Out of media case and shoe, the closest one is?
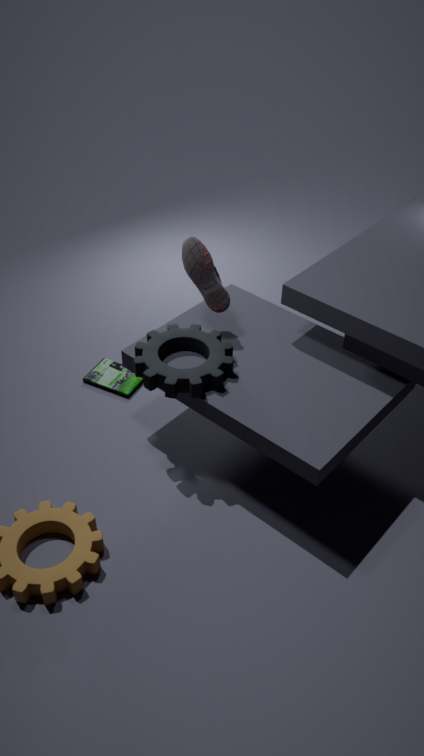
shoe
